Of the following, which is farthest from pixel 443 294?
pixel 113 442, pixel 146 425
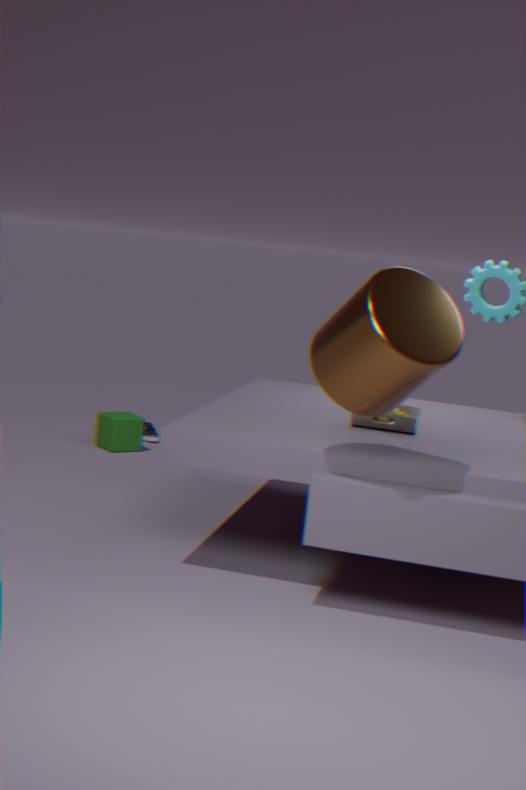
pixel 146 425
